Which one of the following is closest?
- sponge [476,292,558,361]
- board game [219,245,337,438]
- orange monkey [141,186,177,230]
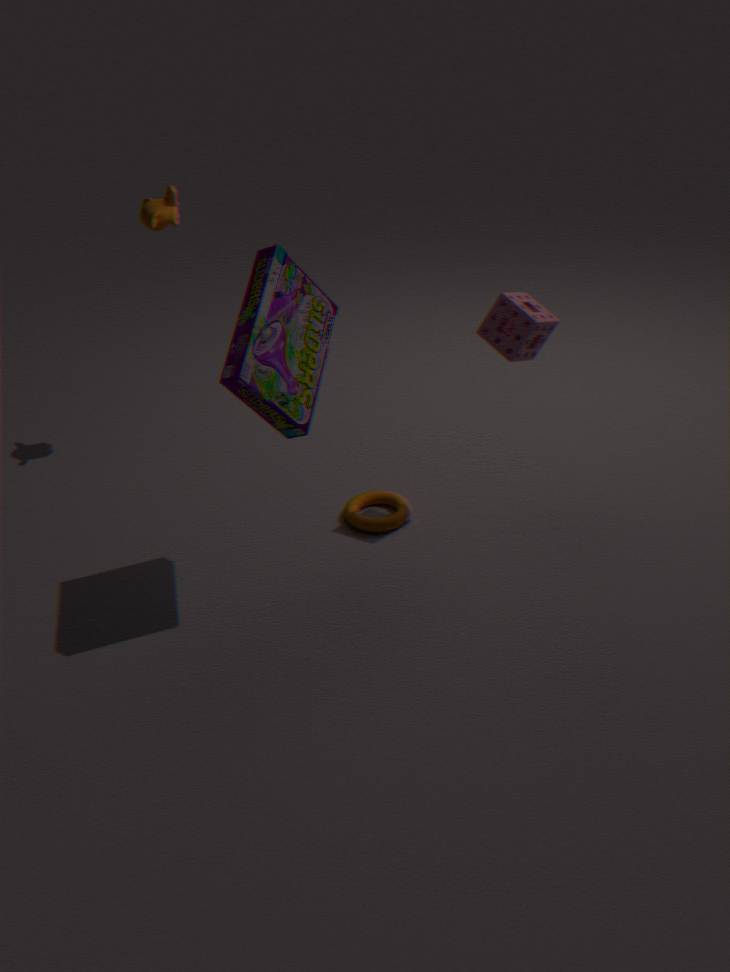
board game [219,245,337,438]
